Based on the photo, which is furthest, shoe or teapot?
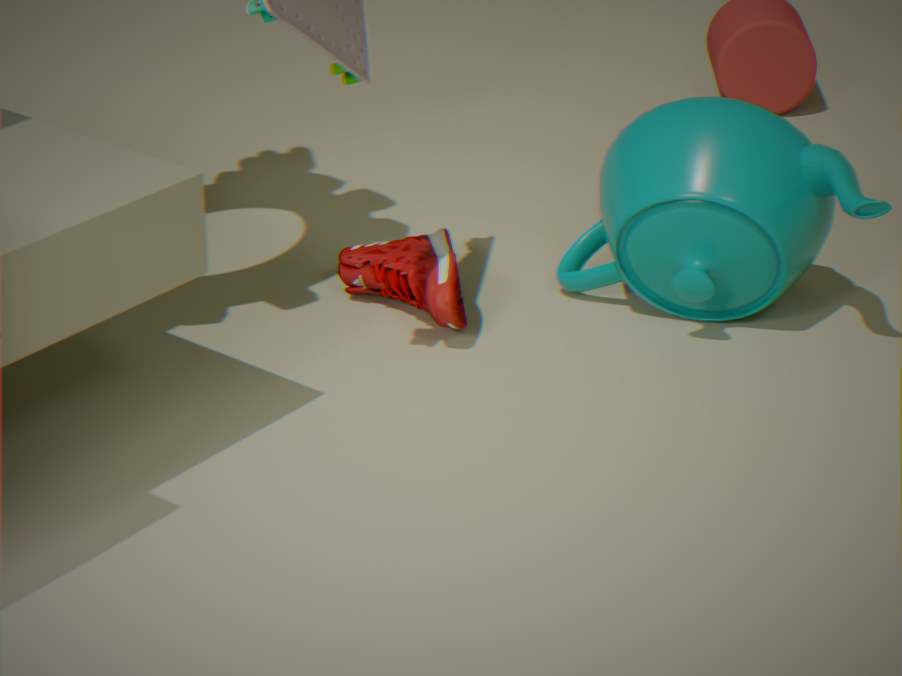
shoe
